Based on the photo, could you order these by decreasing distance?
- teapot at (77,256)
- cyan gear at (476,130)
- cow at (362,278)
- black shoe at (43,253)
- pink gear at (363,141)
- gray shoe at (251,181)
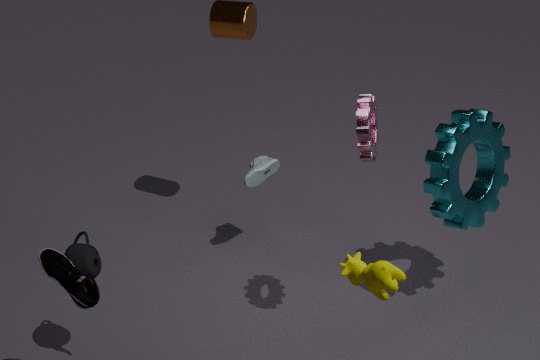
gray shoe at (251,181)
cyan gear at (476,130)
pink gear at (363,141)
teapot at (77,256)
cow at (362,278)
black shoe at (43,253)
